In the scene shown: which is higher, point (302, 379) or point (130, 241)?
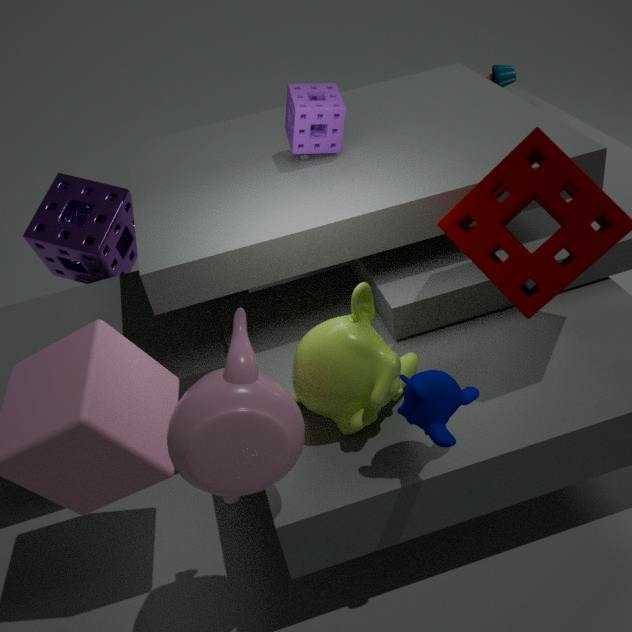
point (302, 379)
